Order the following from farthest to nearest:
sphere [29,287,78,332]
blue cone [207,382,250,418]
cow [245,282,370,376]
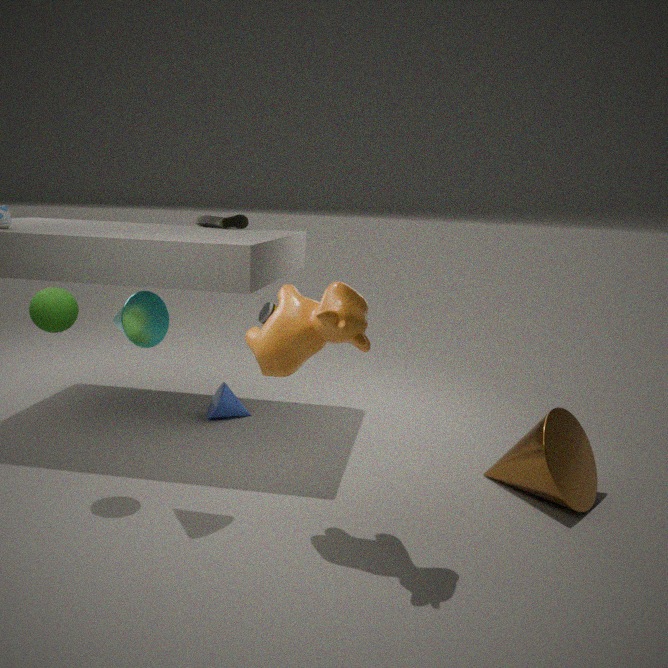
1. blue cone [207,382,250,418]
2. sphere [29,287,78,332]
3. cow [245,282,370,376]
